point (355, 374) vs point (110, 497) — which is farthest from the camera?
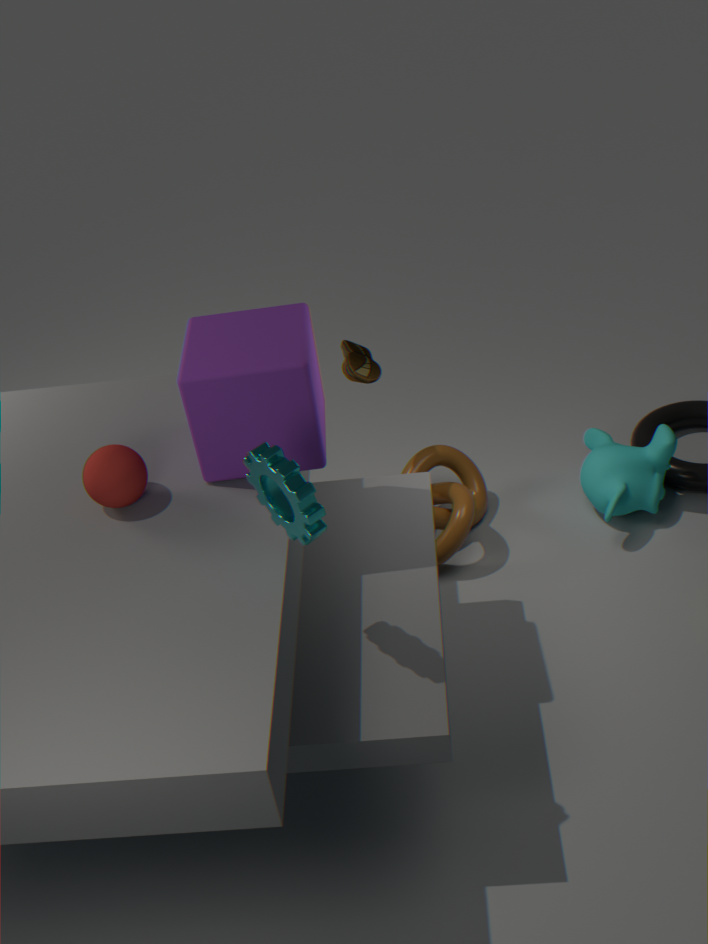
point (355, 374)
